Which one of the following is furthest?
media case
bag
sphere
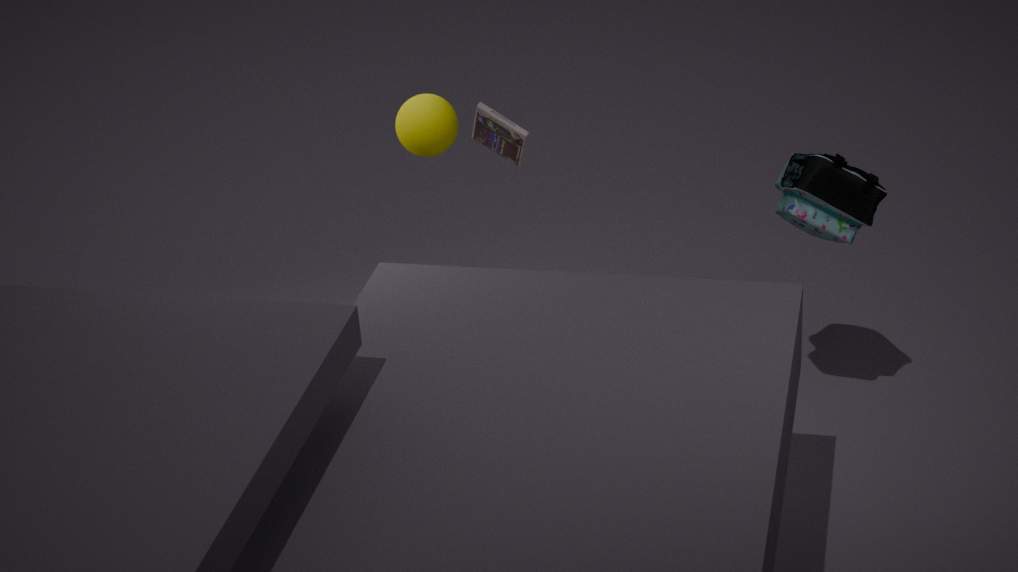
media case
